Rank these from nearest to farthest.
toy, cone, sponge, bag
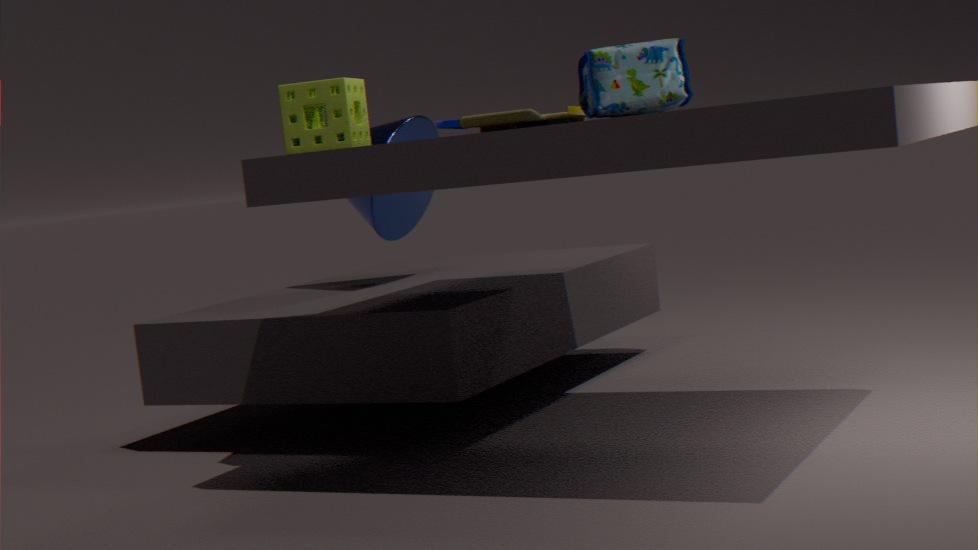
bag, sponge, toy, cone
